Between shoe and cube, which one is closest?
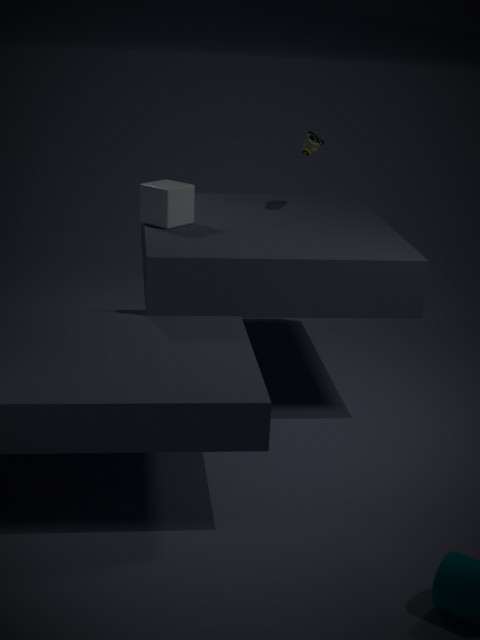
cube
